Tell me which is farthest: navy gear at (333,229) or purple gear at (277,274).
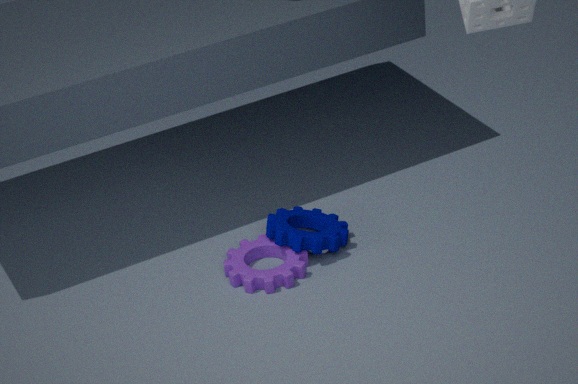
navy gear at (333,229)
